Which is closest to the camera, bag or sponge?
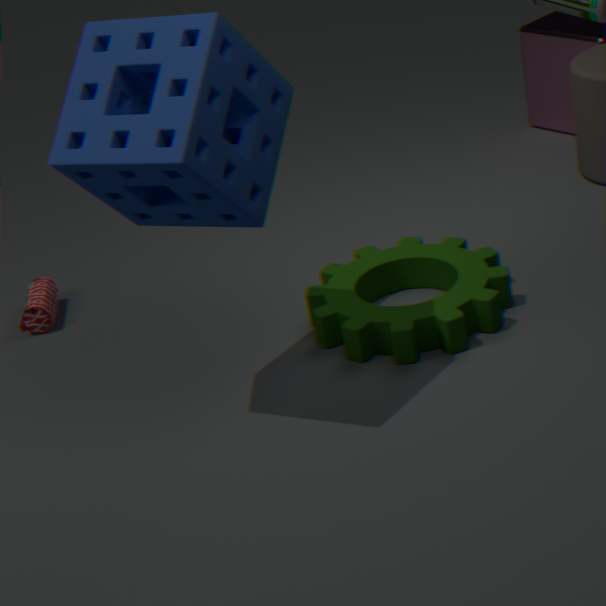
sponge
